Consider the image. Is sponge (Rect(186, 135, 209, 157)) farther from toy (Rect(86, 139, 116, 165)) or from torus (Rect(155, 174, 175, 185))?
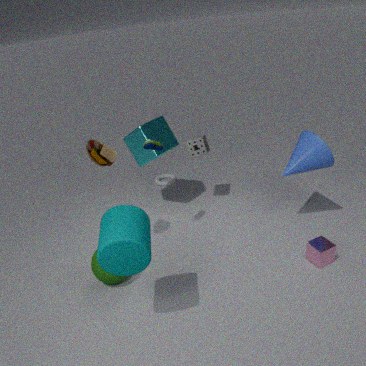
toy (Rect(86, 139, 116, 165))
